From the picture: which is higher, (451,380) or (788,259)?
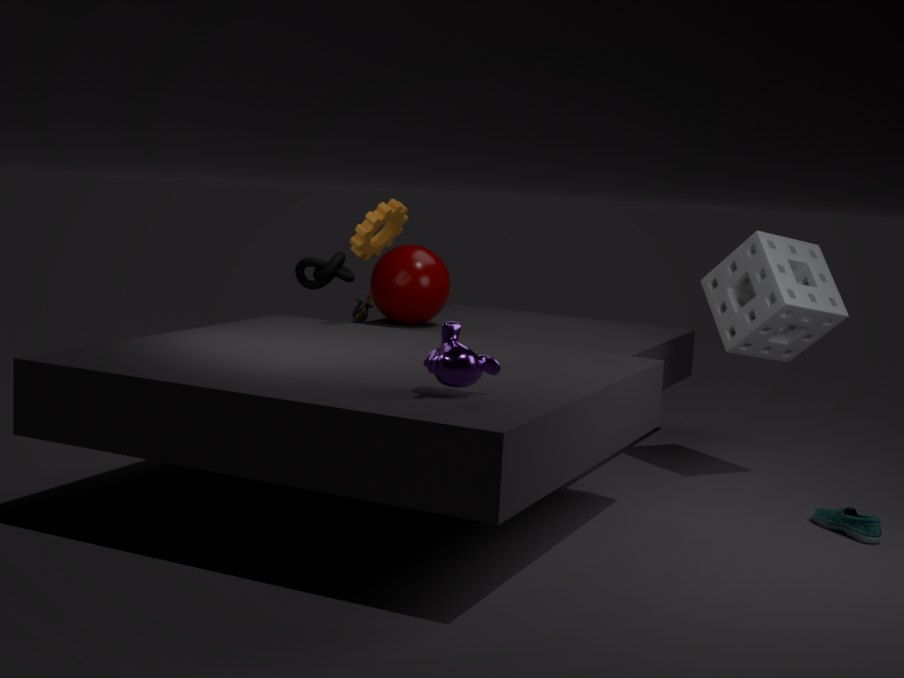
(788,259)
